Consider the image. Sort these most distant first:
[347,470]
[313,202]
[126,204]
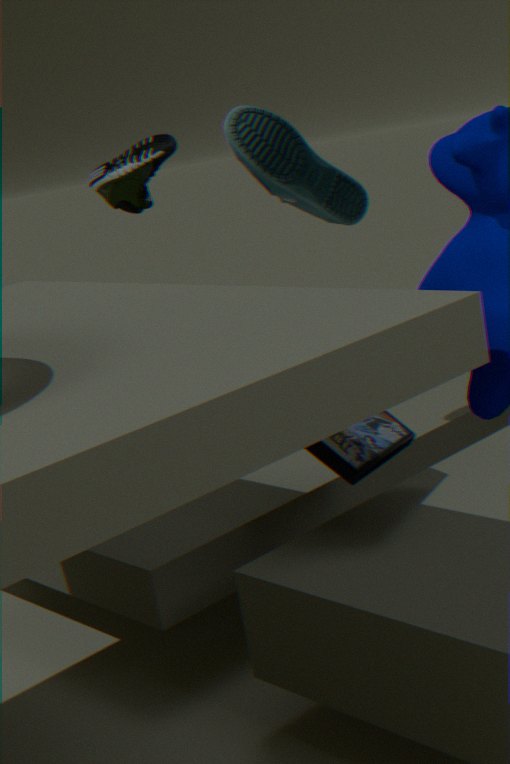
[126,204]
[313,202]
[347,470]
